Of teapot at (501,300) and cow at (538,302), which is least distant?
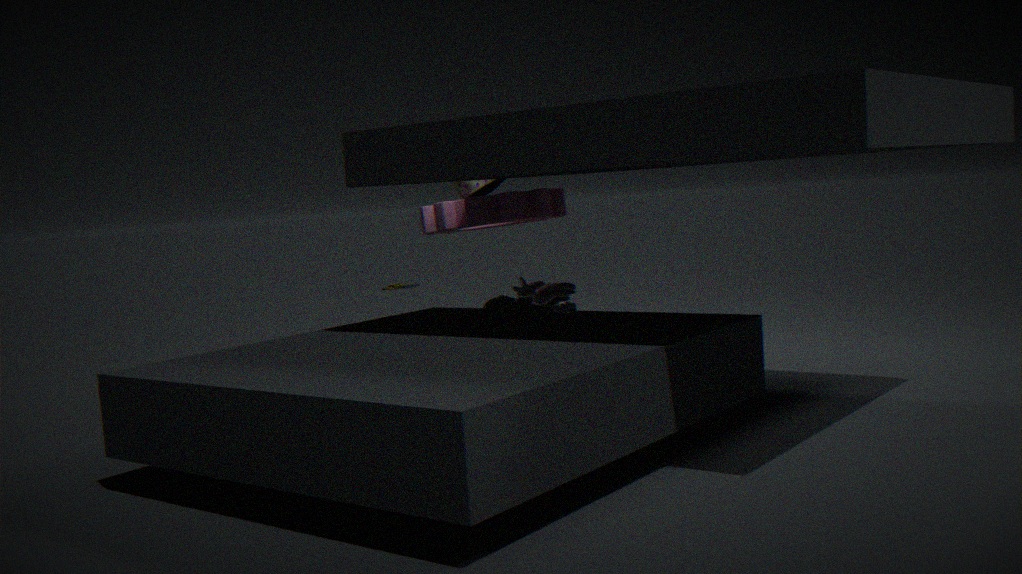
cow at (538,302)
